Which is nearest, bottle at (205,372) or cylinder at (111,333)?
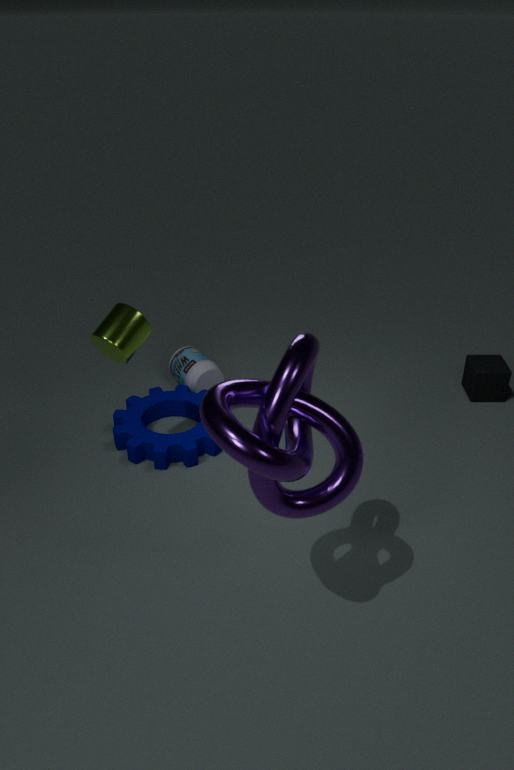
cylinder at (111,333)
